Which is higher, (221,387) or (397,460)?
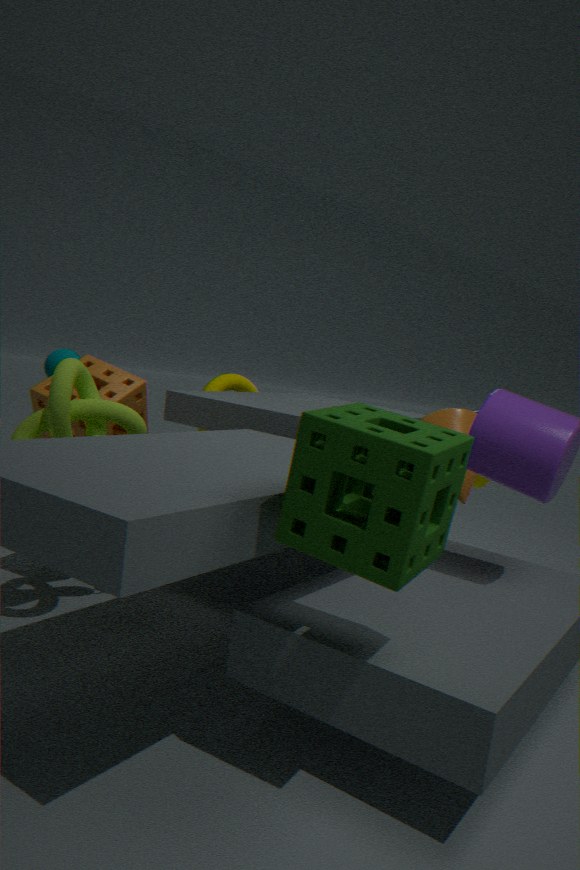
(397,460)
